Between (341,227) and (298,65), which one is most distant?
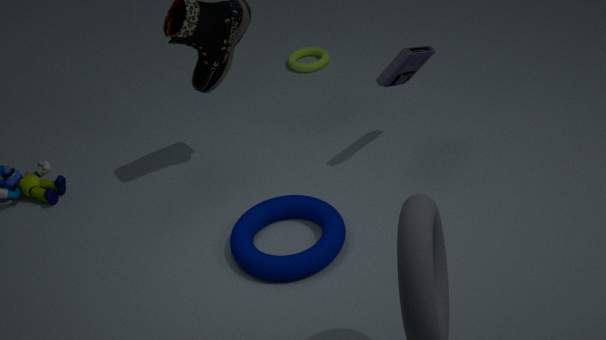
(298,65)
